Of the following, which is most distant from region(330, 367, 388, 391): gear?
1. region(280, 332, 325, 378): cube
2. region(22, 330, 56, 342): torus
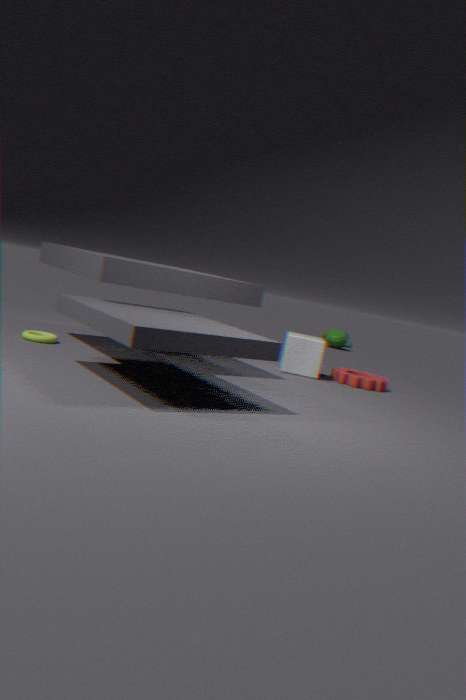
region(22, 330, 56, 342): torus
